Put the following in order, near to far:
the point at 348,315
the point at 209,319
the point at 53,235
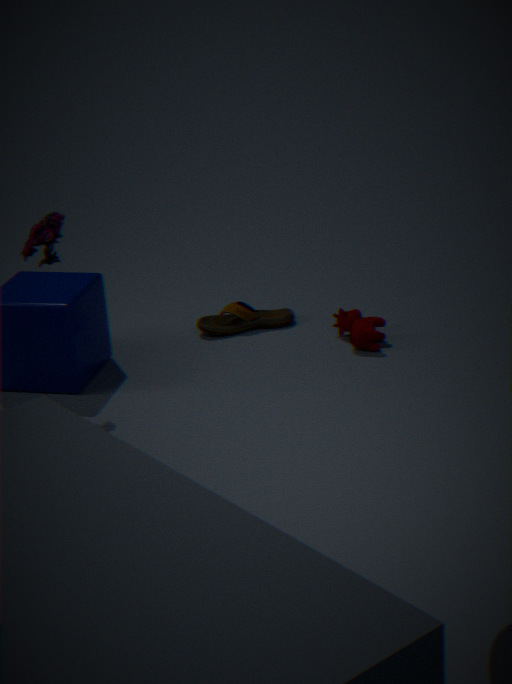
the point at 53,235 < the point at 348,315 < the point at 209,319
